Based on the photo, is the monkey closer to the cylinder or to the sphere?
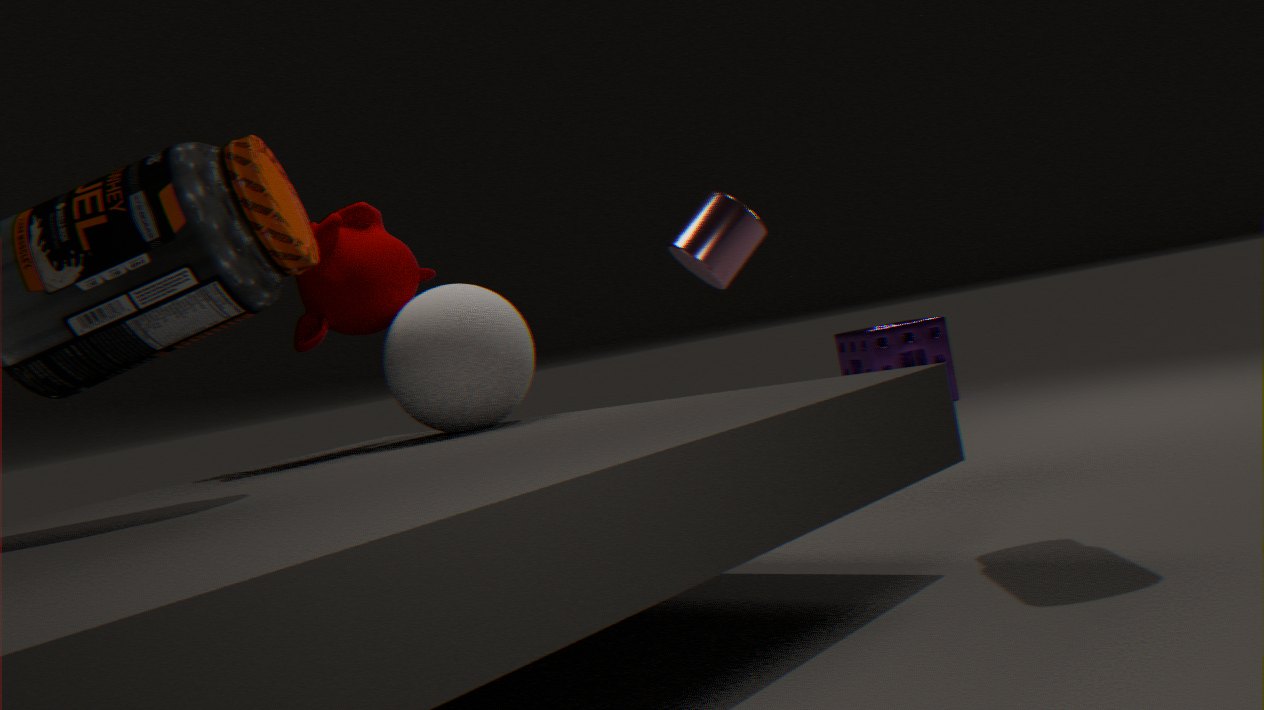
the sphere
